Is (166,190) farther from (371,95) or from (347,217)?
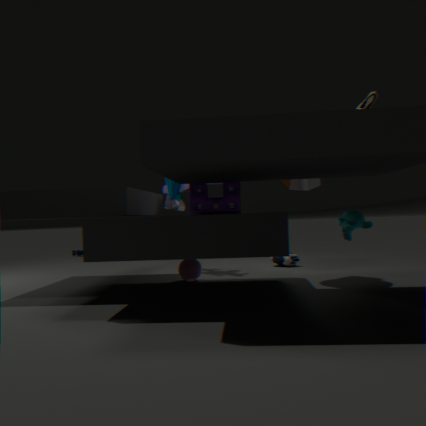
(371,95)
